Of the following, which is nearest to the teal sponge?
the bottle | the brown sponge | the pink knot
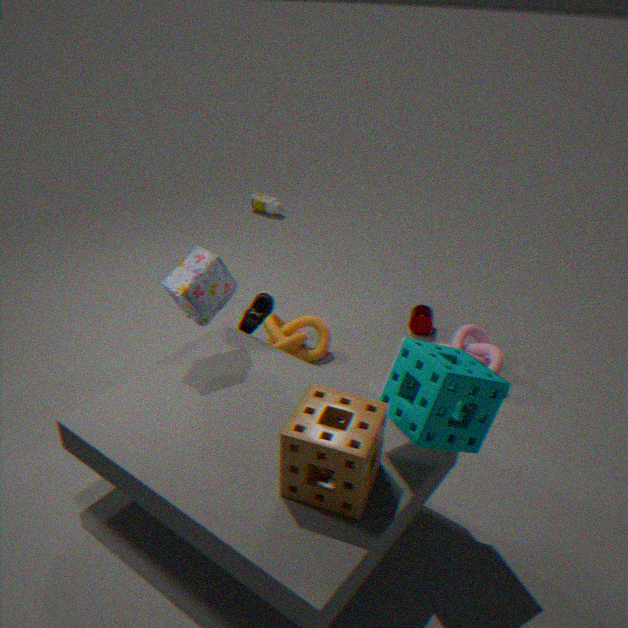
the brown sponge
